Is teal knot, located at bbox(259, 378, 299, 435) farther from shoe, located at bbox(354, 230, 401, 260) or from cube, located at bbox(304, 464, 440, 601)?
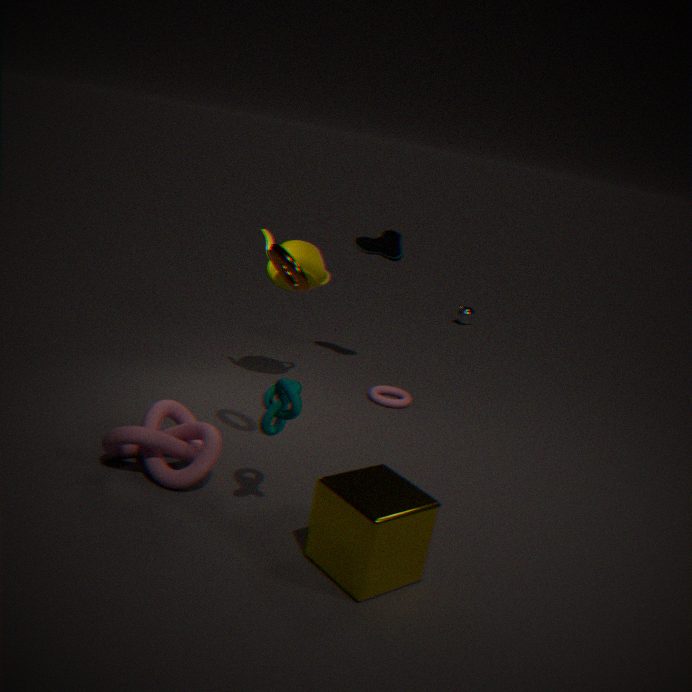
shoe, located at bbox(354, 230, 401, 260)
